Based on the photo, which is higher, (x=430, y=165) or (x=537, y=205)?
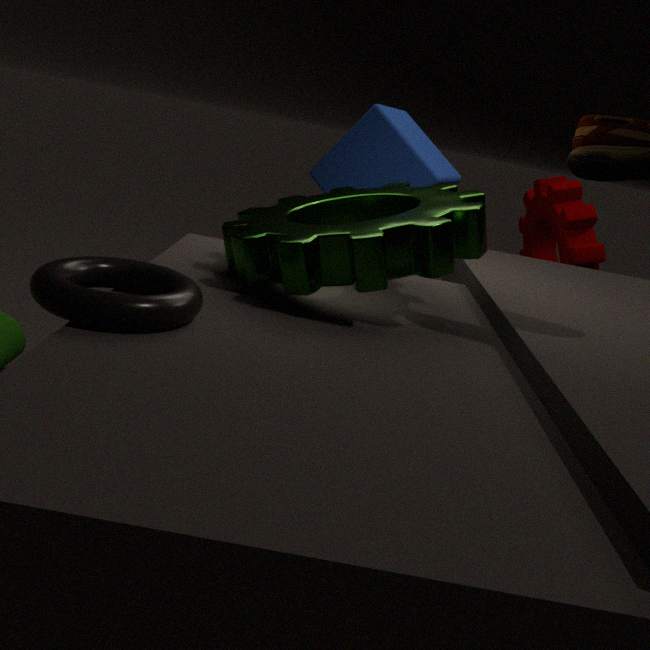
(x=430, y=165)
